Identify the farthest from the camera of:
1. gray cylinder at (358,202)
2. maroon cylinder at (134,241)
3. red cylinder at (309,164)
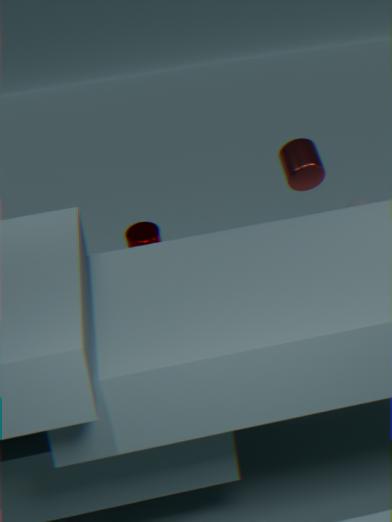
gray cylinder at (358,202)
